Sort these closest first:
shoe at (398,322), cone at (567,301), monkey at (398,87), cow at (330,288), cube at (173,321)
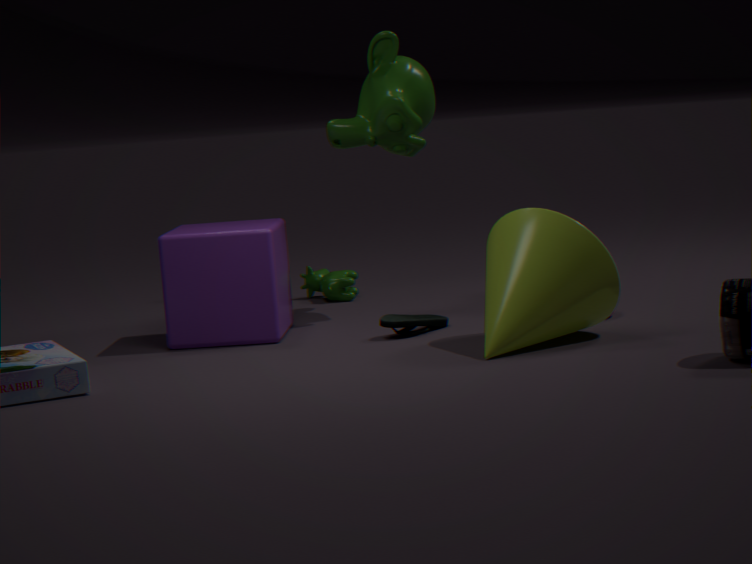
cone at (567,301), shoe at (398,322), cube at (173,321), monkey at (398,87), cow at (330,288)
